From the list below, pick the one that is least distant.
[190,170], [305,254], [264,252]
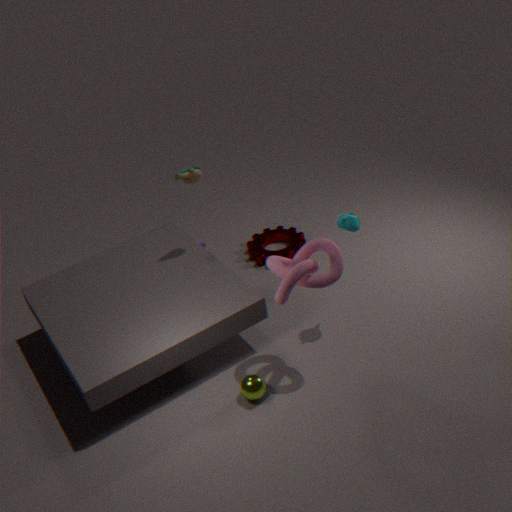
[305,254]
